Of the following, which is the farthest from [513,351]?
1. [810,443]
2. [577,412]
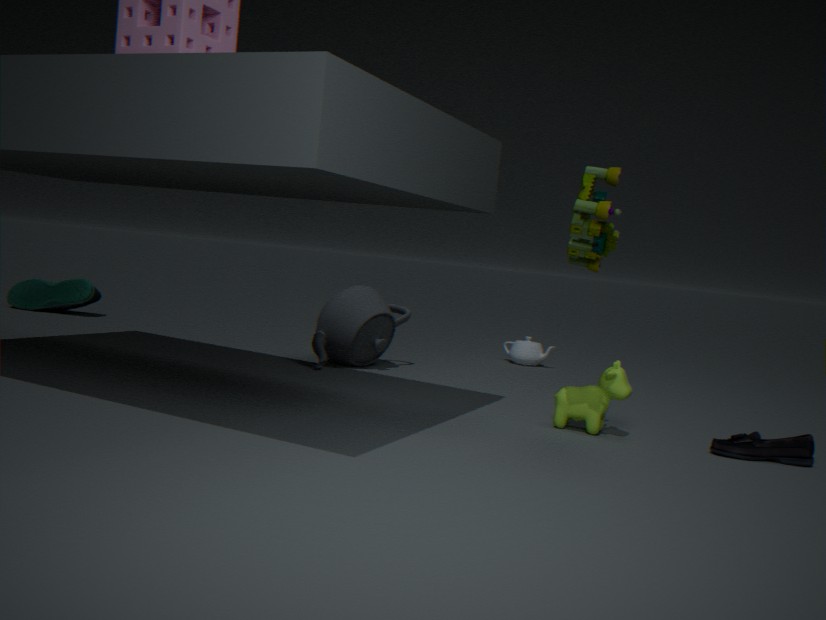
[810,443]
